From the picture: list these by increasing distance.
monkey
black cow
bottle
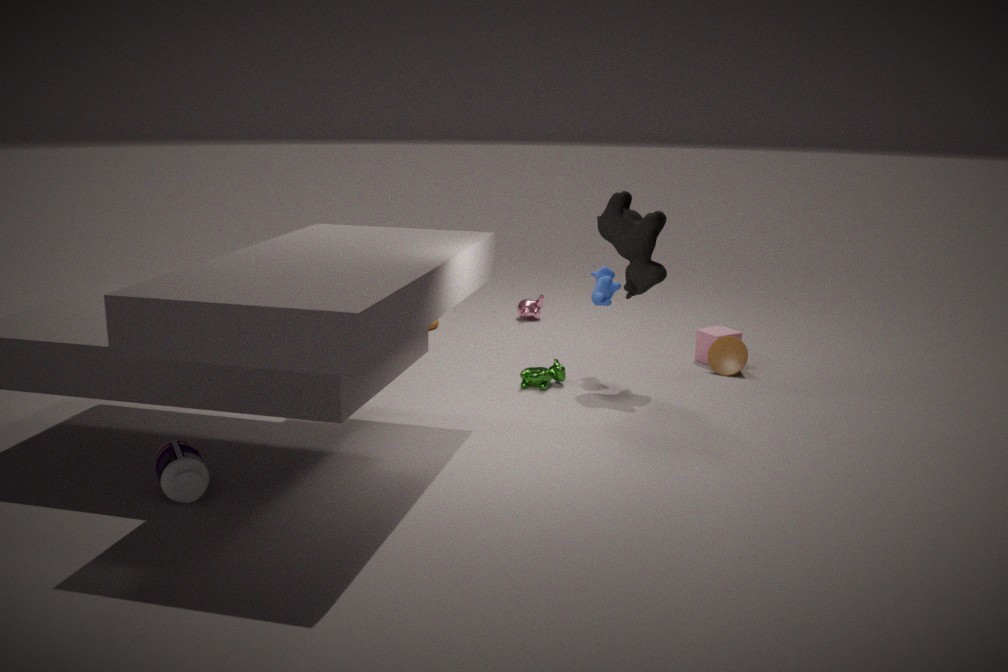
bottle → black cow → monkey
